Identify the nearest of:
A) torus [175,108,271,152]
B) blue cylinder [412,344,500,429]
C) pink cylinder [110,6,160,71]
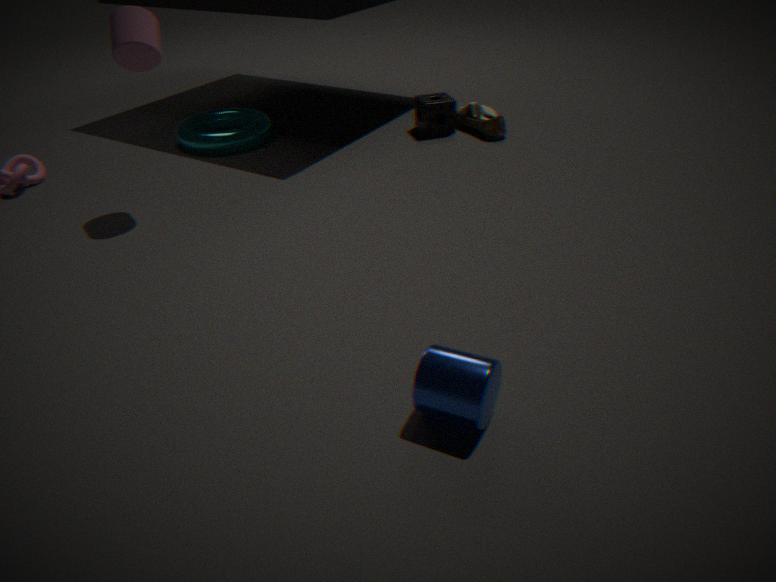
blue cylinder [412,344,500,429]
